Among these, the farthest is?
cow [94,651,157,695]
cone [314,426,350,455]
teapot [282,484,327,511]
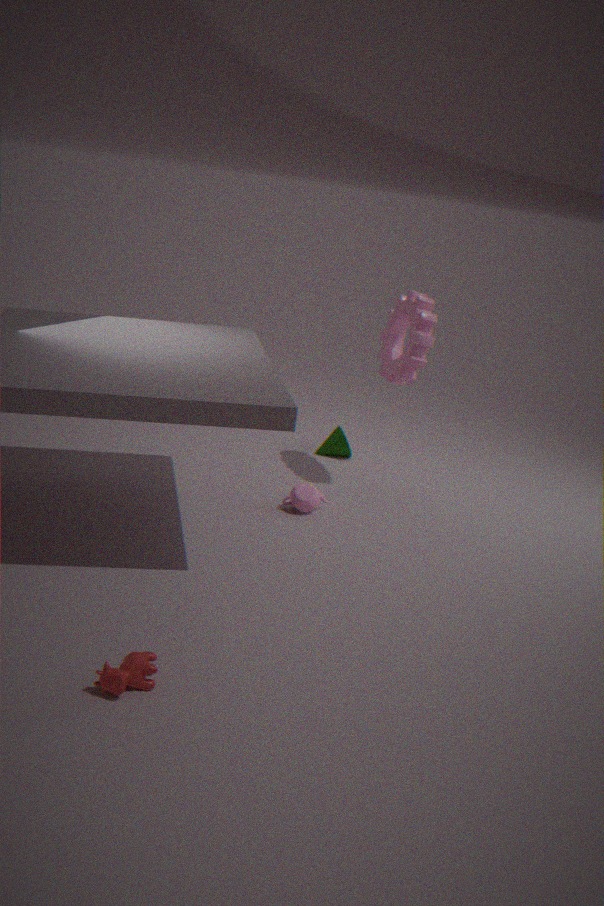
cone [314,426,350,455]
